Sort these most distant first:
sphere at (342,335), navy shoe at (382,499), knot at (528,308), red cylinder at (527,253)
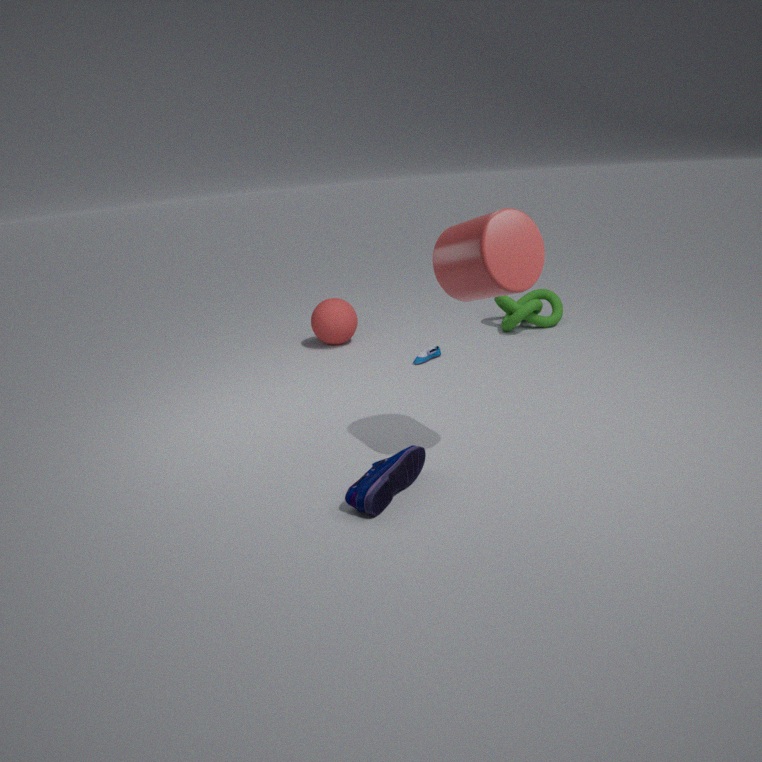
sphere at (342,335)
knot at (528,308)
navy shoe at (382,499)
red cylinder at (527,253)
